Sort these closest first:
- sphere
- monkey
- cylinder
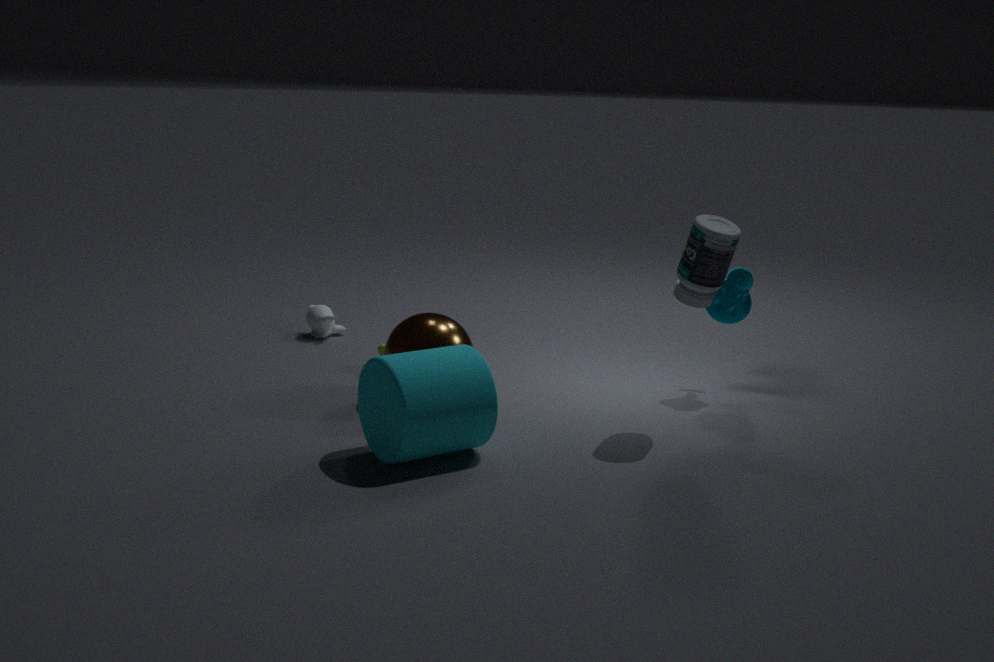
1. cylinder
2. sphere
3. monkey
